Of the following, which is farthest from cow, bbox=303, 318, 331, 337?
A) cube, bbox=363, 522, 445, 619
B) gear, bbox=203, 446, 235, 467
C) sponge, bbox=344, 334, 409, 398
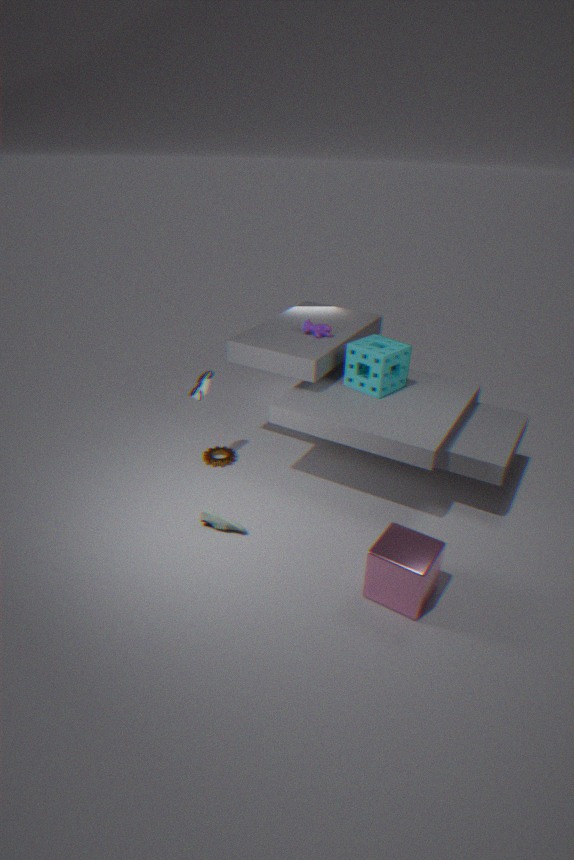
cube, bbox=363, 522, 445, 619
